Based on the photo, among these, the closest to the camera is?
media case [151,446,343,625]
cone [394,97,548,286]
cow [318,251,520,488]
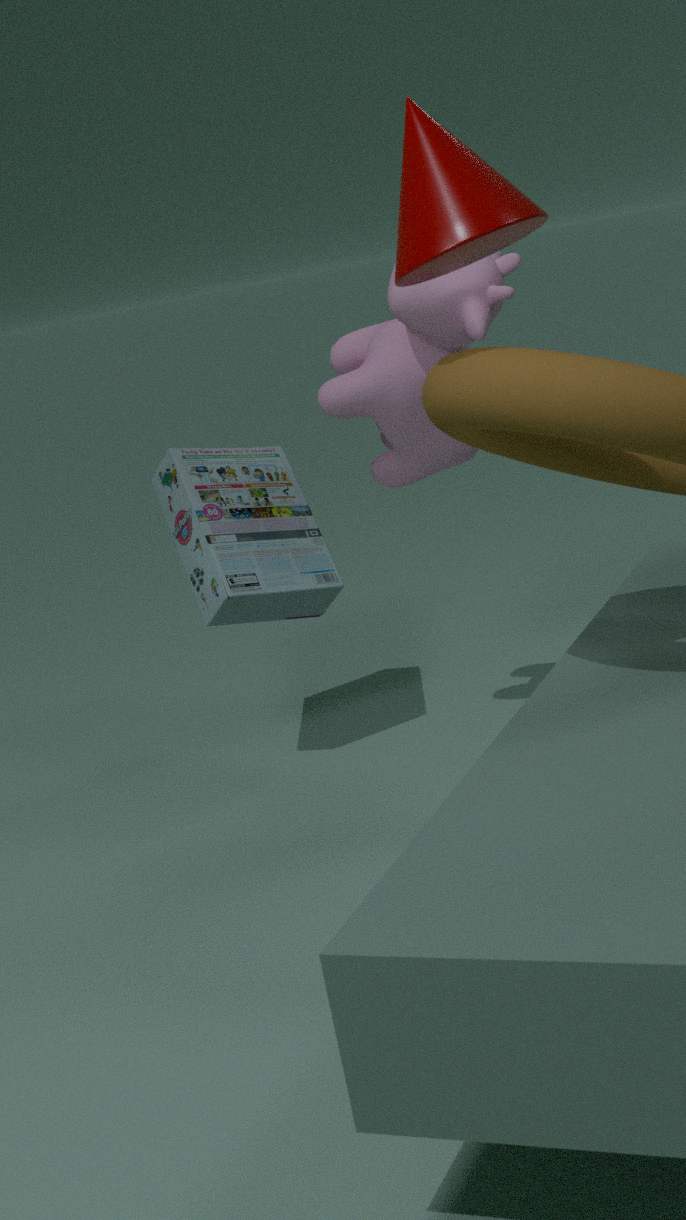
cone [394,97,548,286]
